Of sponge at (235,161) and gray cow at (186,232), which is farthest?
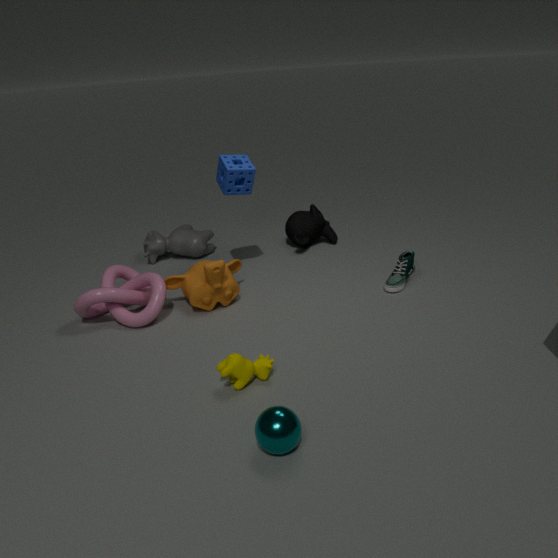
gray cow at (186,232)
